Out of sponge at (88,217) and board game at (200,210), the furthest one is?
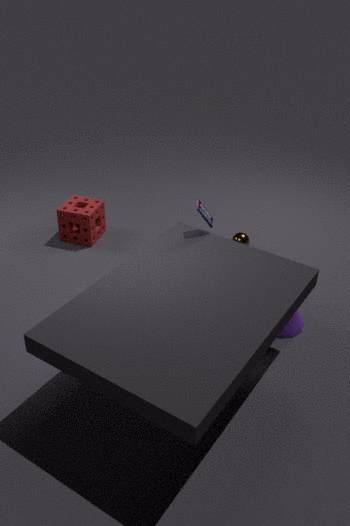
sponge at (88,217)
